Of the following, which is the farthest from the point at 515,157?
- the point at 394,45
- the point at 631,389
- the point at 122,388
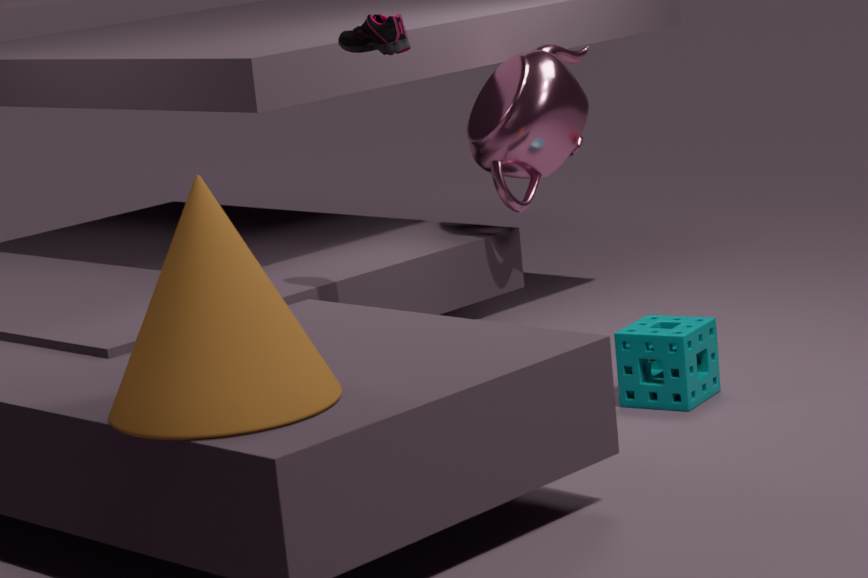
the point at 122,388
